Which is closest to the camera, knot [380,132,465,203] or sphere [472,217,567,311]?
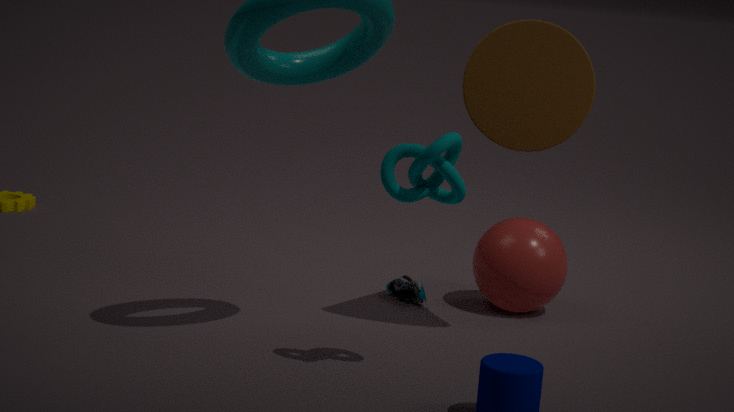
knot [380,132,465,203]
